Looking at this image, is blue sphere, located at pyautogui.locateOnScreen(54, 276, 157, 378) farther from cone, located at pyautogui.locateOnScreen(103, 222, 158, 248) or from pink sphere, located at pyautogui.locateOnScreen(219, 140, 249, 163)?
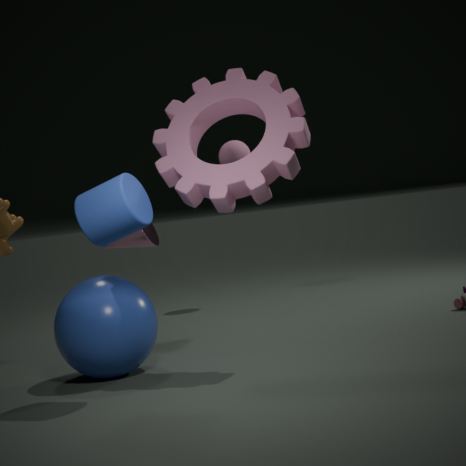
pink sphere, located at pyautogui.locateOnScreen(219, 140, 249, 163)
